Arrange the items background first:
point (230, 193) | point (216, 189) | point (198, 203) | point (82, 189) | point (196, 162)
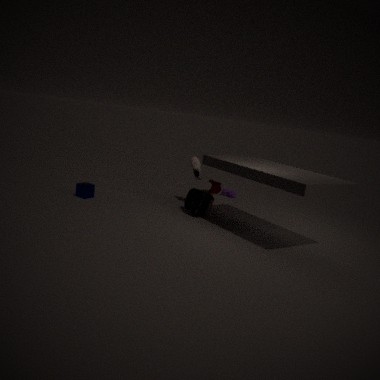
point (230, 193) → point (196, 162) → point (82, 189) → point (198, 203) → point (216, 189)
